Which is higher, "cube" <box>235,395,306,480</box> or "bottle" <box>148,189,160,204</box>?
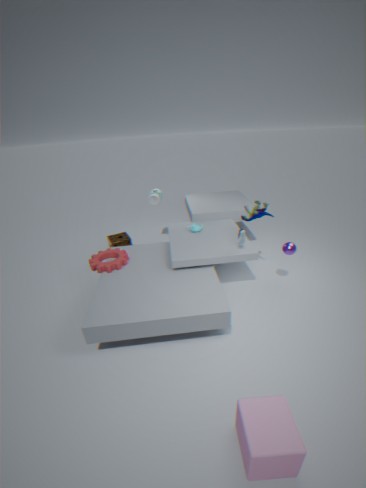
"bottle" <box>148,189,160,204</box>
